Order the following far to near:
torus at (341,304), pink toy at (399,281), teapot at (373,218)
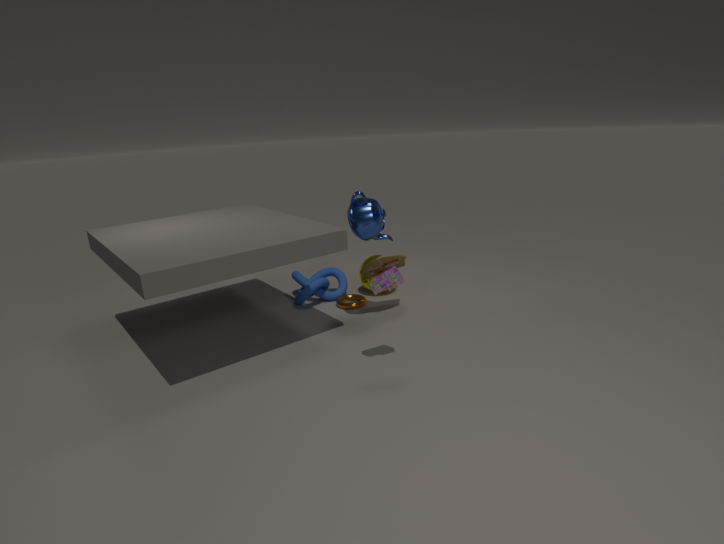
torus at (341,304)
teapot at (373,218)
pink toy at (399,281)
